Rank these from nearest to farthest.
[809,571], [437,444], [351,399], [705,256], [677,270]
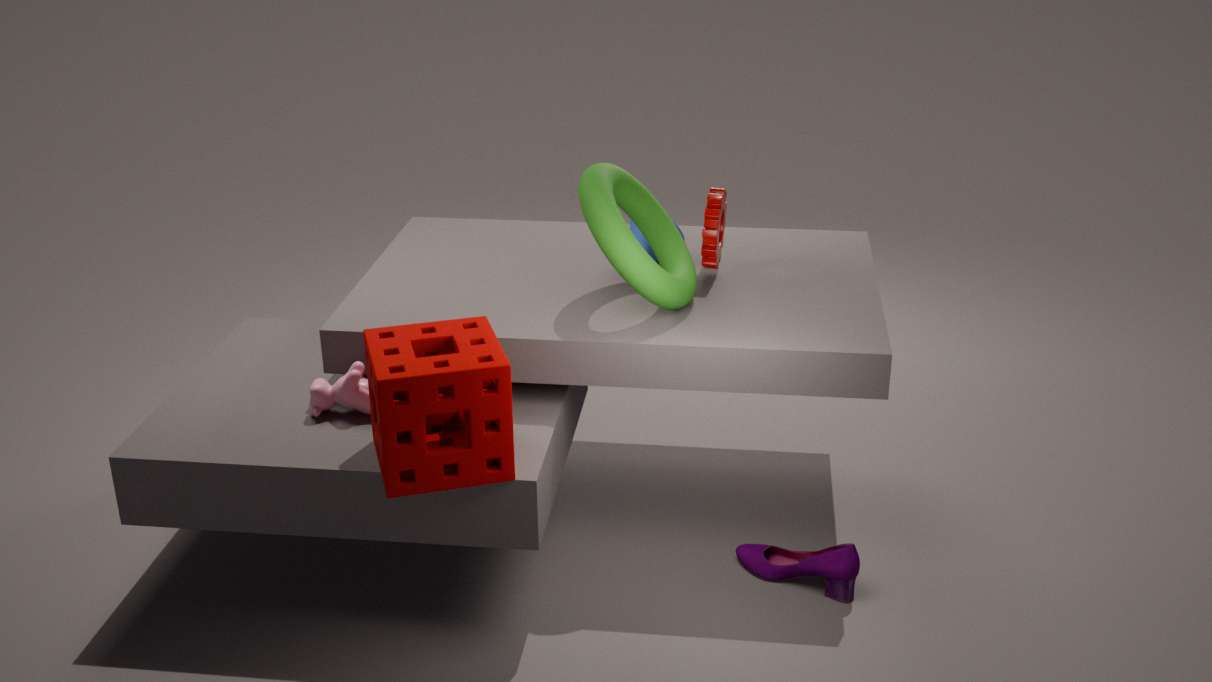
[437,444], [351,399], [809,571], [677,270], [705,256]
